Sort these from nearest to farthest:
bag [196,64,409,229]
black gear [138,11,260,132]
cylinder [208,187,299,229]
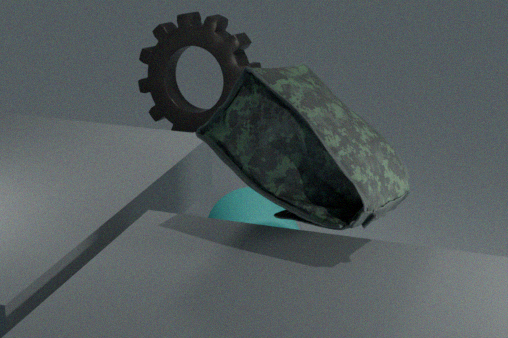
bag [196,64,409,229] → cylinder [208,187,299,229] → black gear [138,11,260,132]
